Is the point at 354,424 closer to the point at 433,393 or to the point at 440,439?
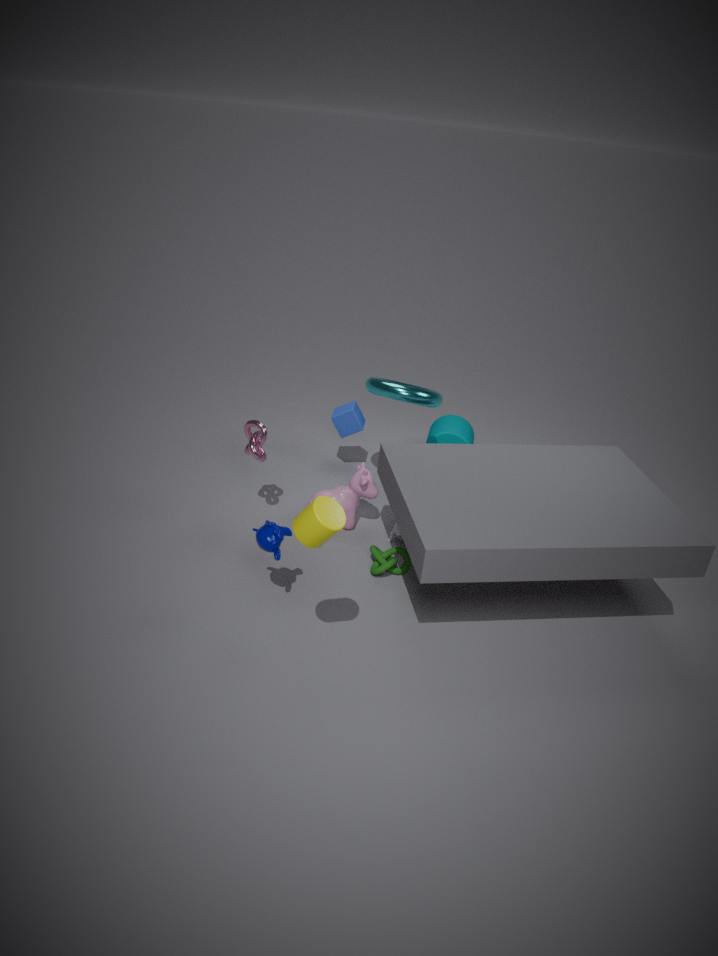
the point at 433,393
